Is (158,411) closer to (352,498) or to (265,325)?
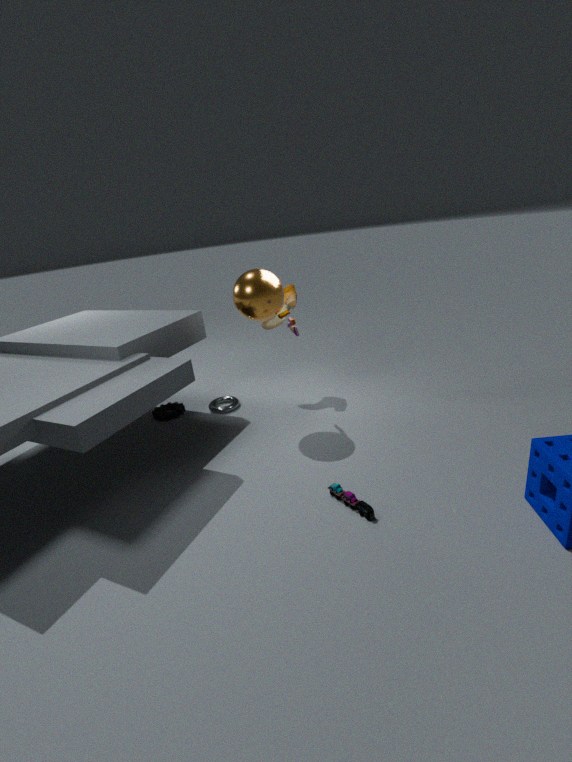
(265,325)
